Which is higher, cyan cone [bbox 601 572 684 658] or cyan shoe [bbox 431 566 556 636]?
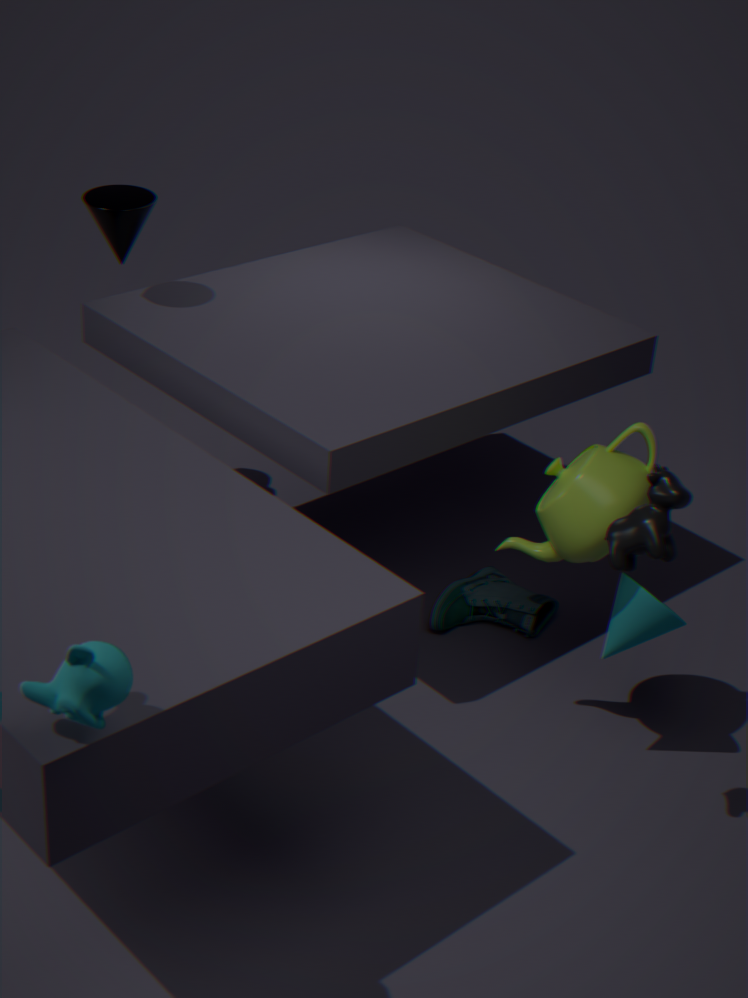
cyan cone [bbox 601 572 684 658]
